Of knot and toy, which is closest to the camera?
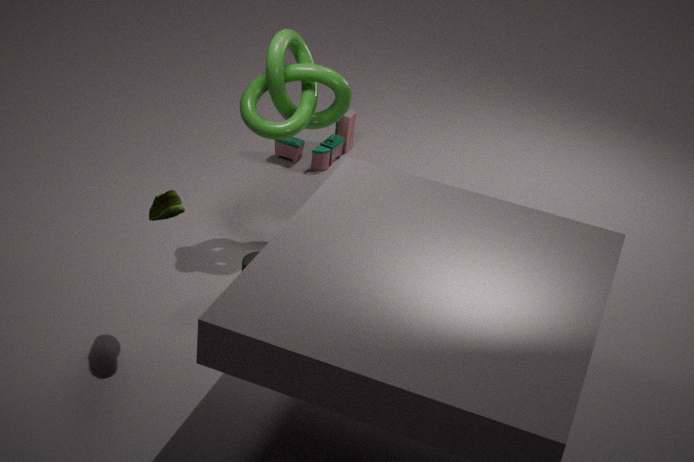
knot
